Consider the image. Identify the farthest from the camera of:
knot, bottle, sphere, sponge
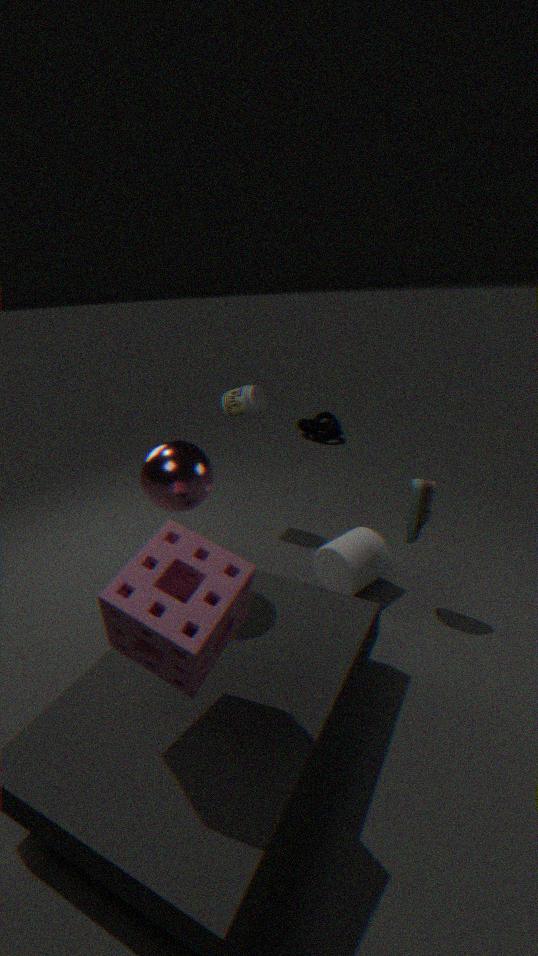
knot
